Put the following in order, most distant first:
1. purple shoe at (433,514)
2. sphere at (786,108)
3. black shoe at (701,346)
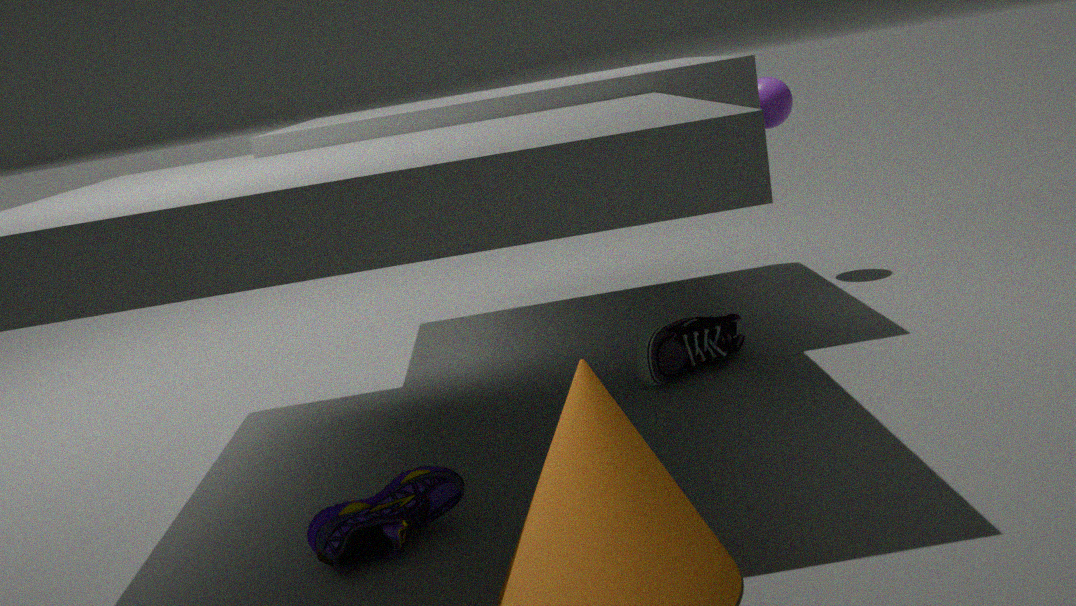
sphere at (786,108), black shoe at (701,346), purple shoe at (433,514)
